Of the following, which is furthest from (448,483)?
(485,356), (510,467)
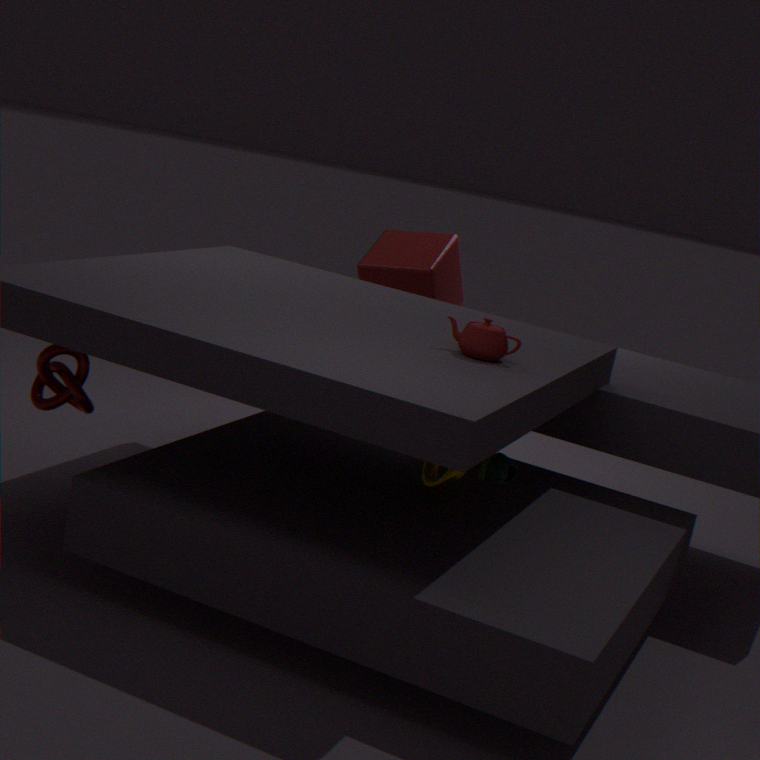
(485,356)
